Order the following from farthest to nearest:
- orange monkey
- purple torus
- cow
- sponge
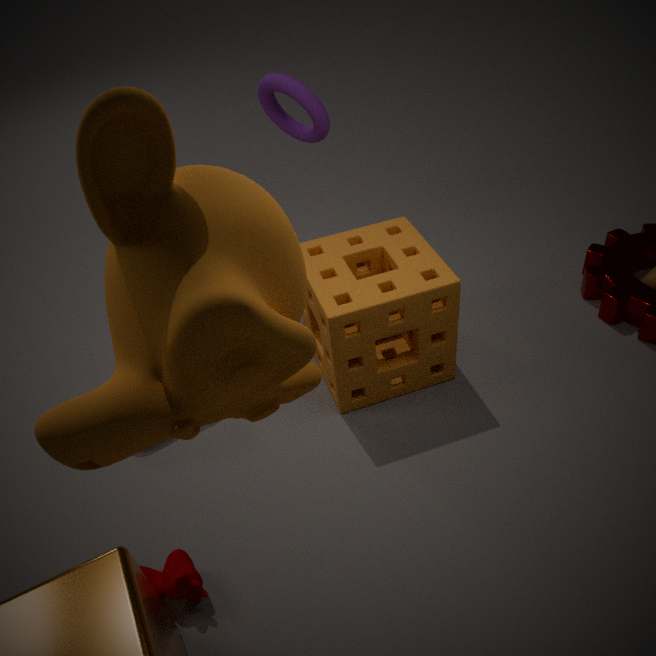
purple torus, sponge, cow, orange monkey
